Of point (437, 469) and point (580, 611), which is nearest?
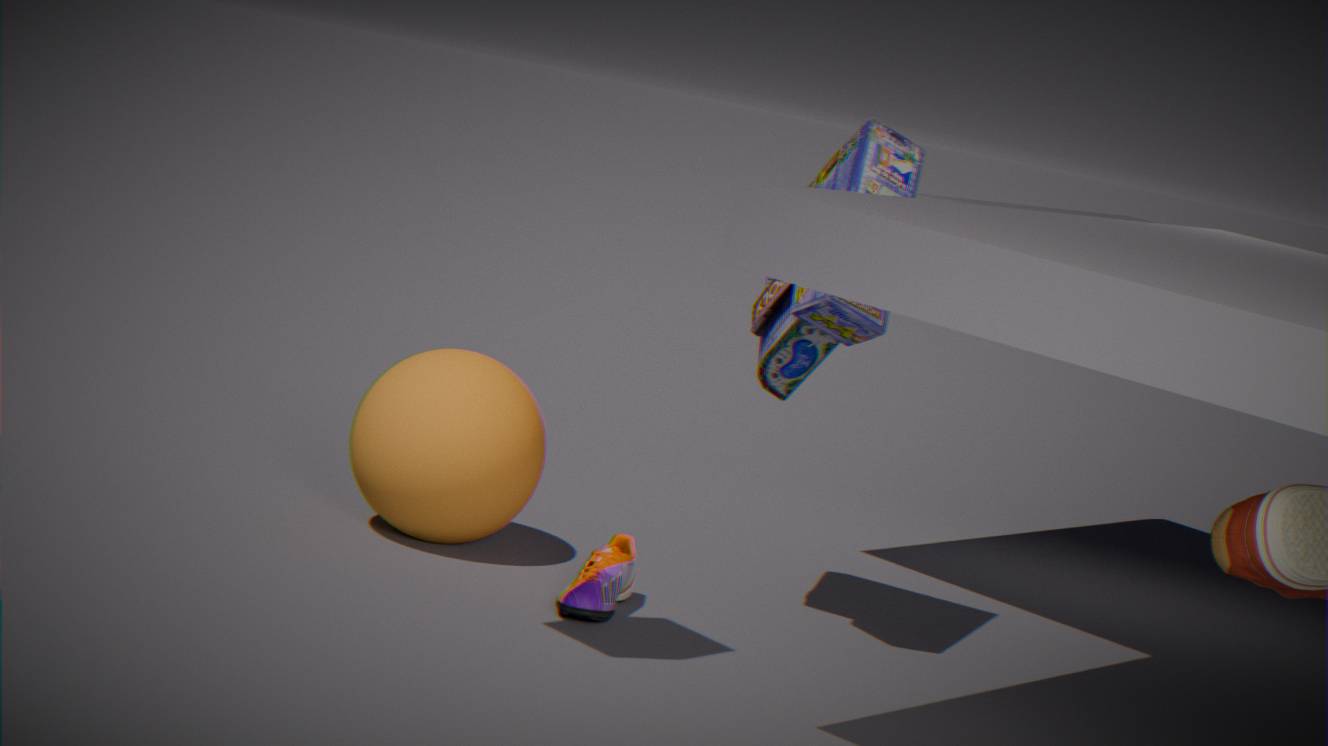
point (580, 611)
